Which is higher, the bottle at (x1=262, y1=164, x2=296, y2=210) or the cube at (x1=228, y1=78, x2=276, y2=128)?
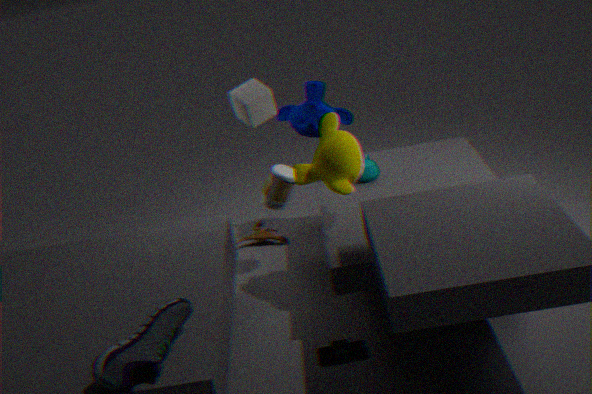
the cube at (x1=228, y1=78, x2=276, y2=128)
